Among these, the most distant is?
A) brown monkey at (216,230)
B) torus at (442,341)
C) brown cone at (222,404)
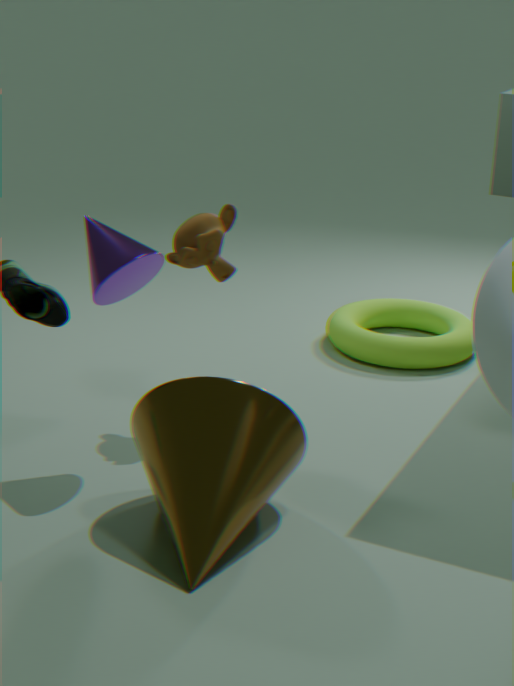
torus at (442,341)
